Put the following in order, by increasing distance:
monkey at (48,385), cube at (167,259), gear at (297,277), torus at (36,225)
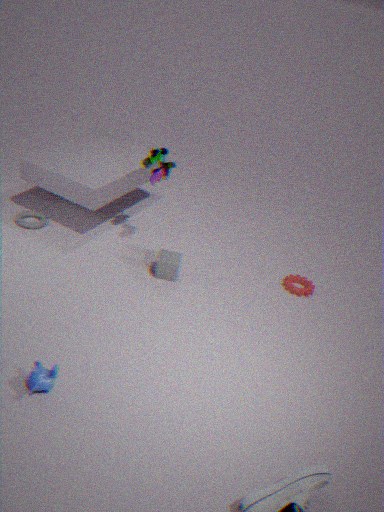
monkey at (48,385)
cube at (167,259)
gear at (297,277)
torus at (36,225)
